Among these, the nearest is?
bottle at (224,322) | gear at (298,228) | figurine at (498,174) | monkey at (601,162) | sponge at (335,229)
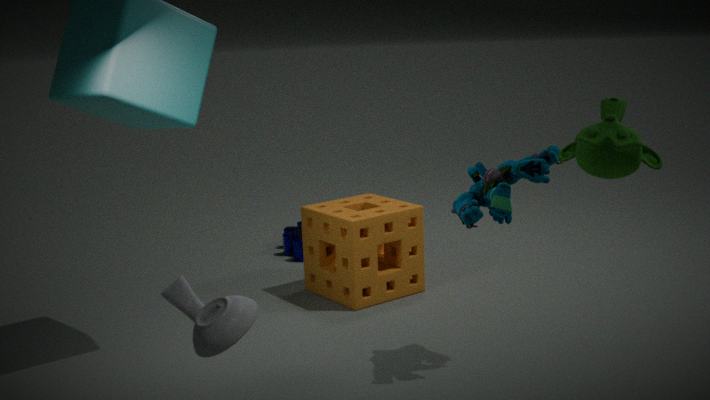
bottle at (224,322)
